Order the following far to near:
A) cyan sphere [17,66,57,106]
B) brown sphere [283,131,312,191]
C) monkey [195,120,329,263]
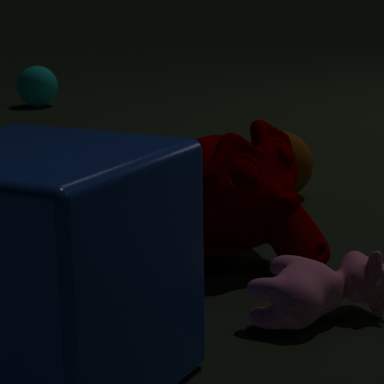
cyan sphere [17,66,57,106] → brown sphere [283,131,312,191] → monkey [195,120,329,263]
